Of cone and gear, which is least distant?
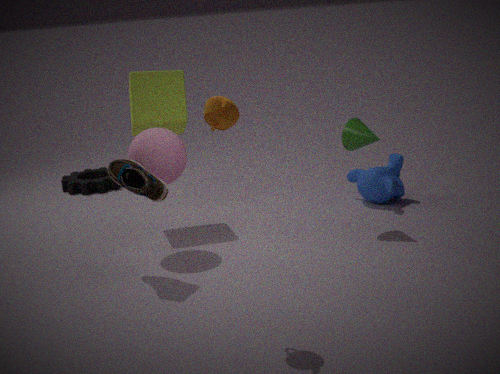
cone
